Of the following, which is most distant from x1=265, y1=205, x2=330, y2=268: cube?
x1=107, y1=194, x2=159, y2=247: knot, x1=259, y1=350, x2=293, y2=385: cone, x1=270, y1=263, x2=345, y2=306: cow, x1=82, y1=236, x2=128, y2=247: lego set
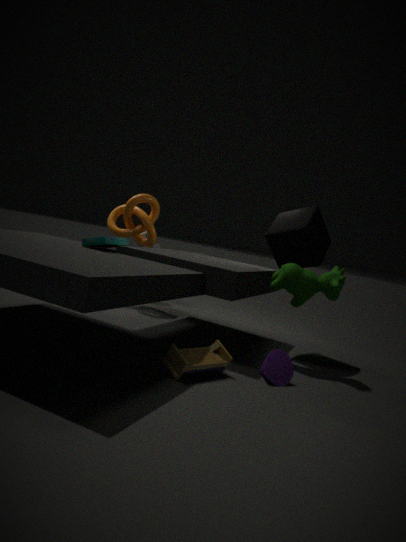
x1=107, y1=194, x2=159, y2=247: knot
